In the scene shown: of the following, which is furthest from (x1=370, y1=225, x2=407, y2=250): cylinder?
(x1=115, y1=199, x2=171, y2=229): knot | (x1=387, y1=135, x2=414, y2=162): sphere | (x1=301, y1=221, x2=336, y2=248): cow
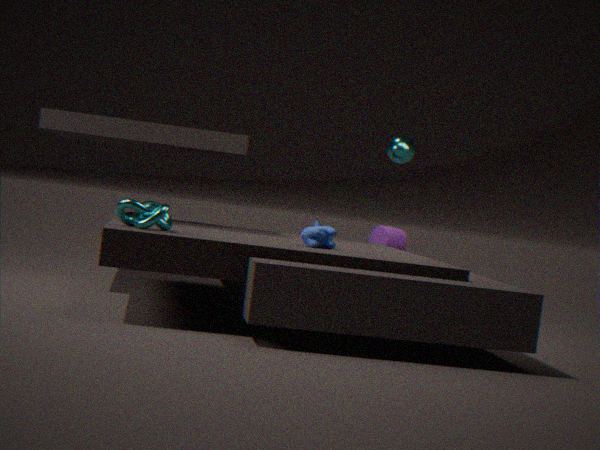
(x1=115, y1=199, x2=171, y2=229): knot
